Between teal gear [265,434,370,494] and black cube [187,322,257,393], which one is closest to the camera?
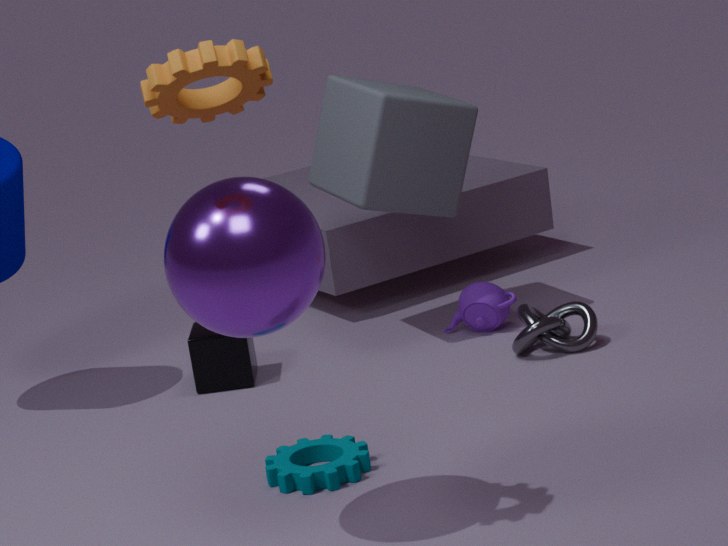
teal gear [265,434,370,494]
